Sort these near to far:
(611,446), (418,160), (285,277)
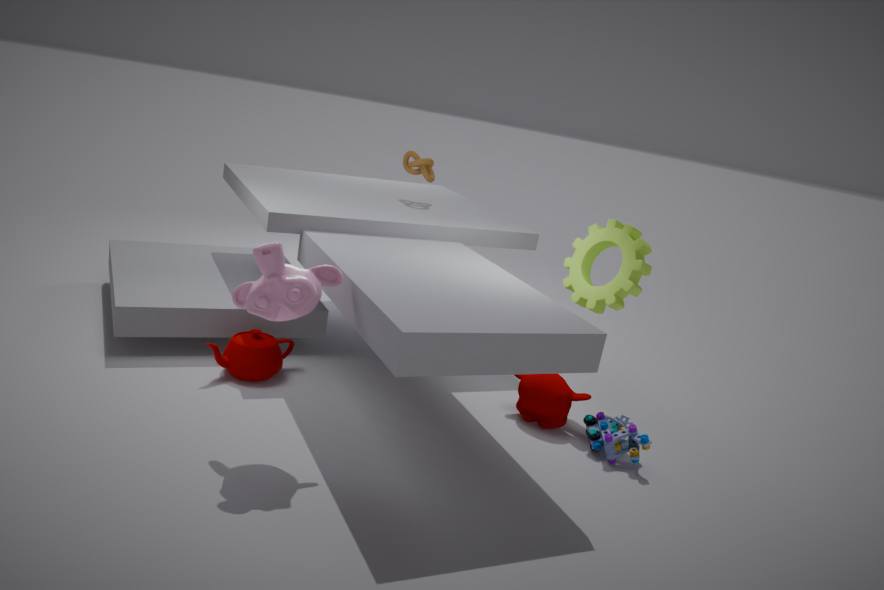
(285,277) < (611,446) < (418,160)
